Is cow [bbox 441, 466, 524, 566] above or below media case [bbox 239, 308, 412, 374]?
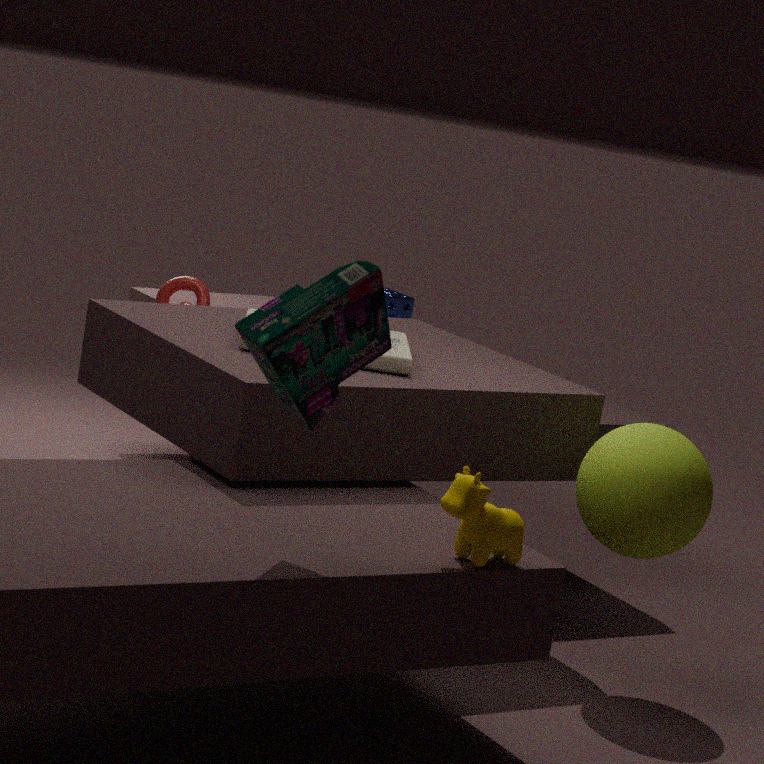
below
